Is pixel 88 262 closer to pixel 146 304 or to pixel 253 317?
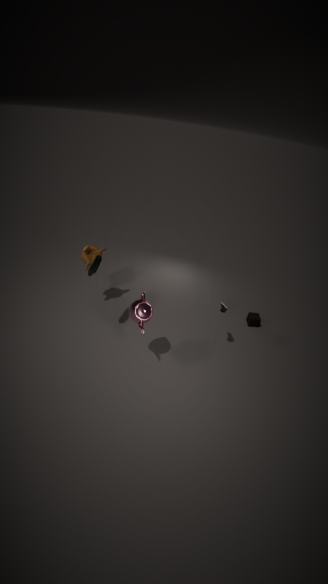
pixel 146 304
